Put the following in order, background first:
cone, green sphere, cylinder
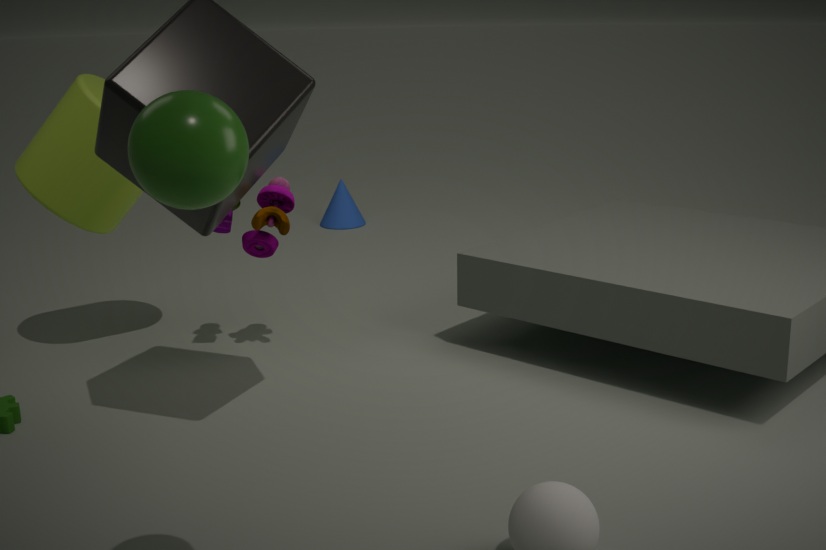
cone < cylinder < green sphere
